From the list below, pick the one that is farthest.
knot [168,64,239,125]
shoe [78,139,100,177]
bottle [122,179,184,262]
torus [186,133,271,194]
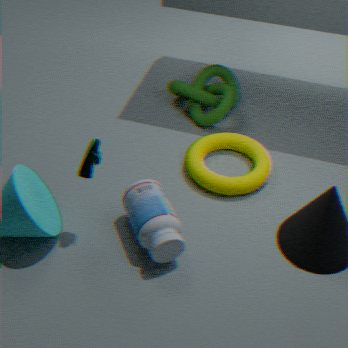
knot [168,64,239,125]
